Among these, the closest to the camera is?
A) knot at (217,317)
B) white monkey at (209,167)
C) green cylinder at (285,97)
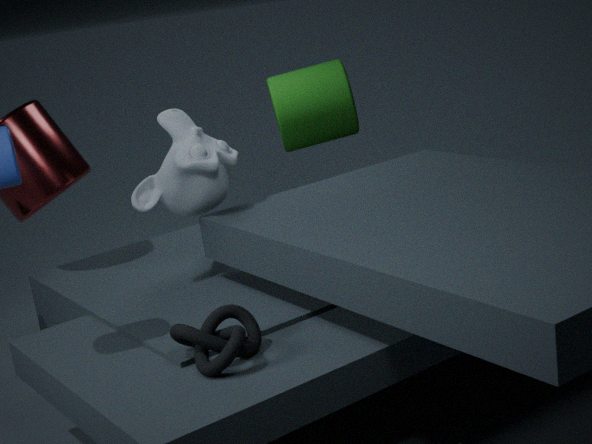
knot at (217,317)
